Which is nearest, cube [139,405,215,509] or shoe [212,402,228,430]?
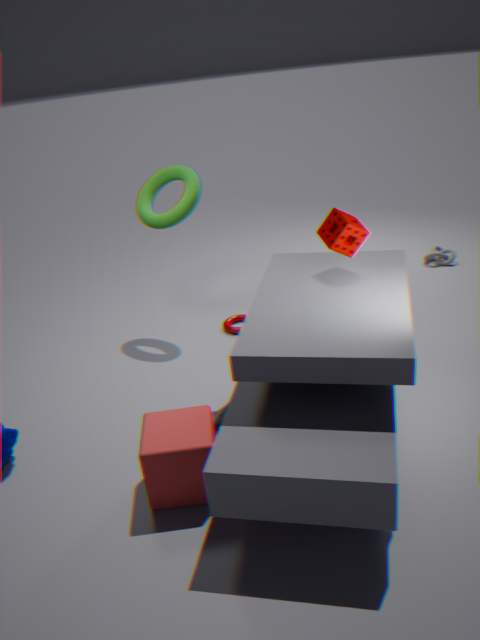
cube [139,405,215,509]
